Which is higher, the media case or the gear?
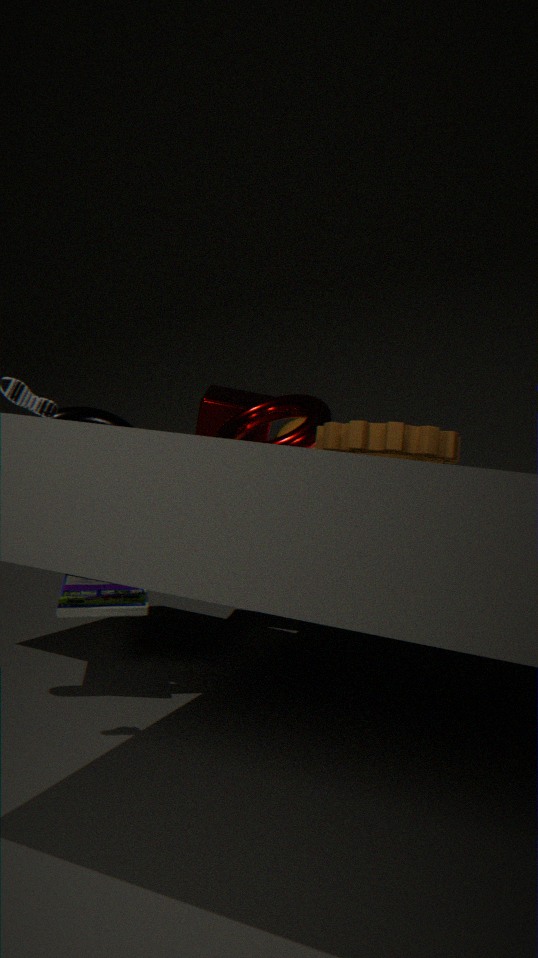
the gear
